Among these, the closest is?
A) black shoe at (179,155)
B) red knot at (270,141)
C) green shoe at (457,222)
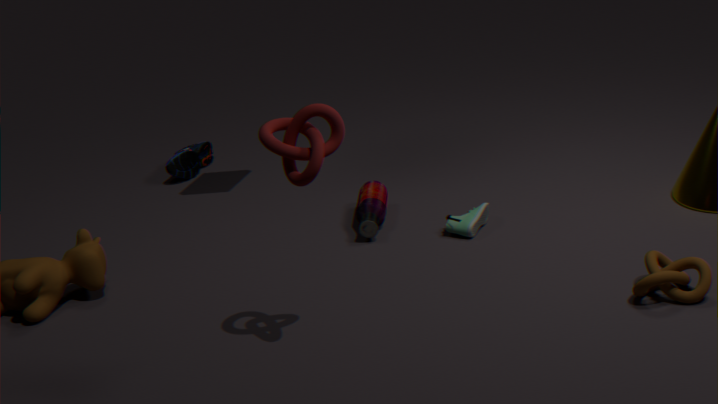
red knot at (270,141)
